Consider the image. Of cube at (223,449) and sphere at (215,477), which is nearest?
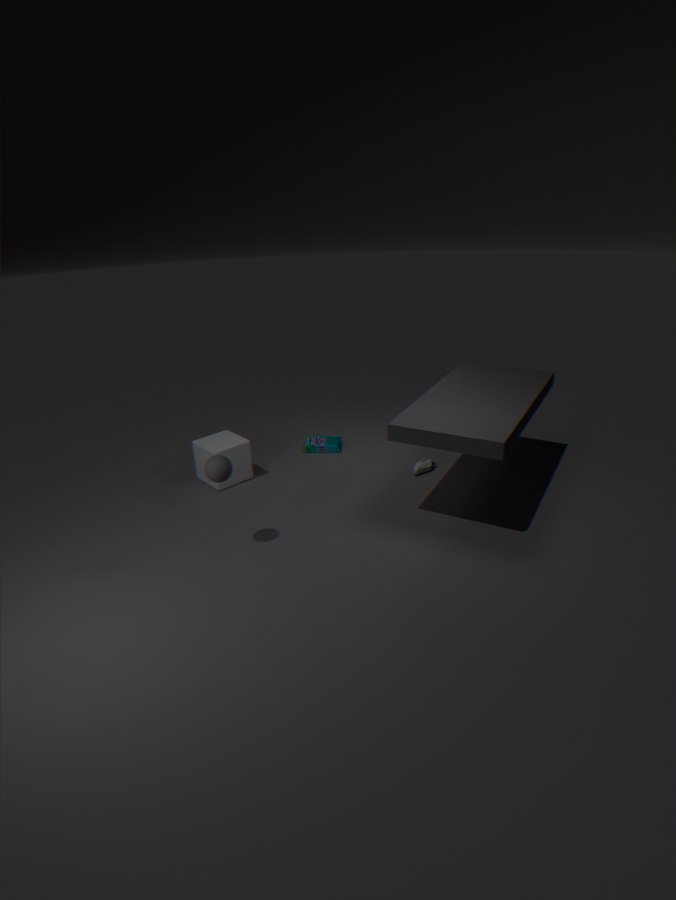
sphere at (215,477)
